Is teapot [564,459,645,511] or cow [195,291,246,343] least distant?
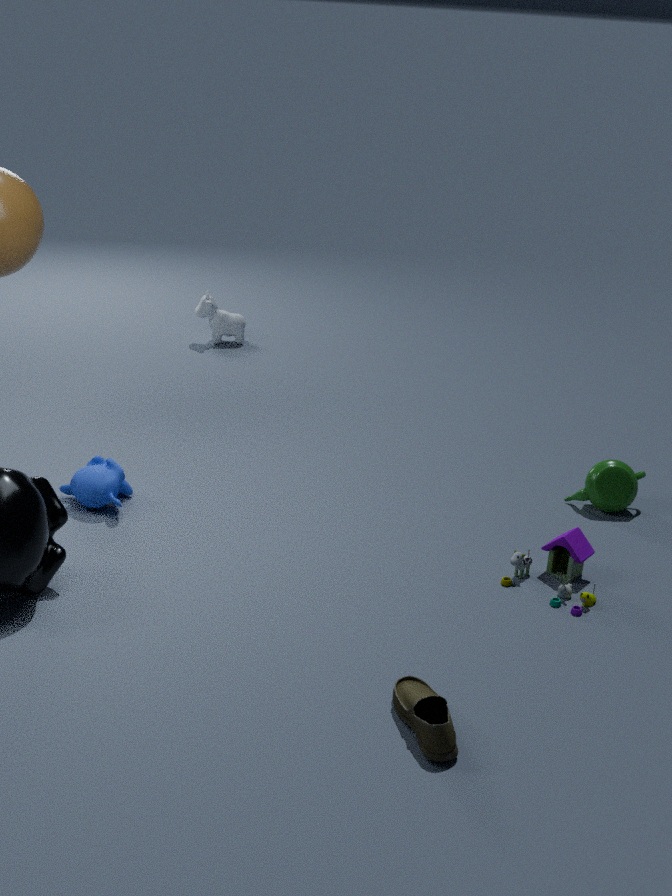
teapot [564,459,645,511]
